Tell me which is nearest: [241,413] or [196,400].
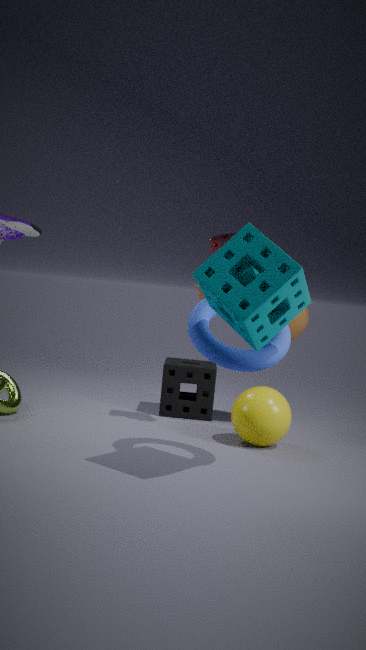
[241,413]
